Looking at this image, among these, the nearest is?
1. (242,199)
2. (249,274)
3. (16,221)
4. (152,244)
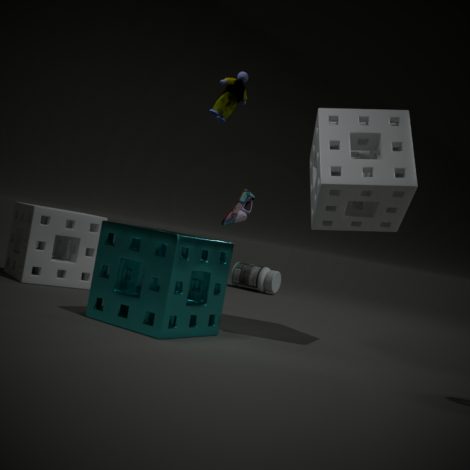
(152,244)
